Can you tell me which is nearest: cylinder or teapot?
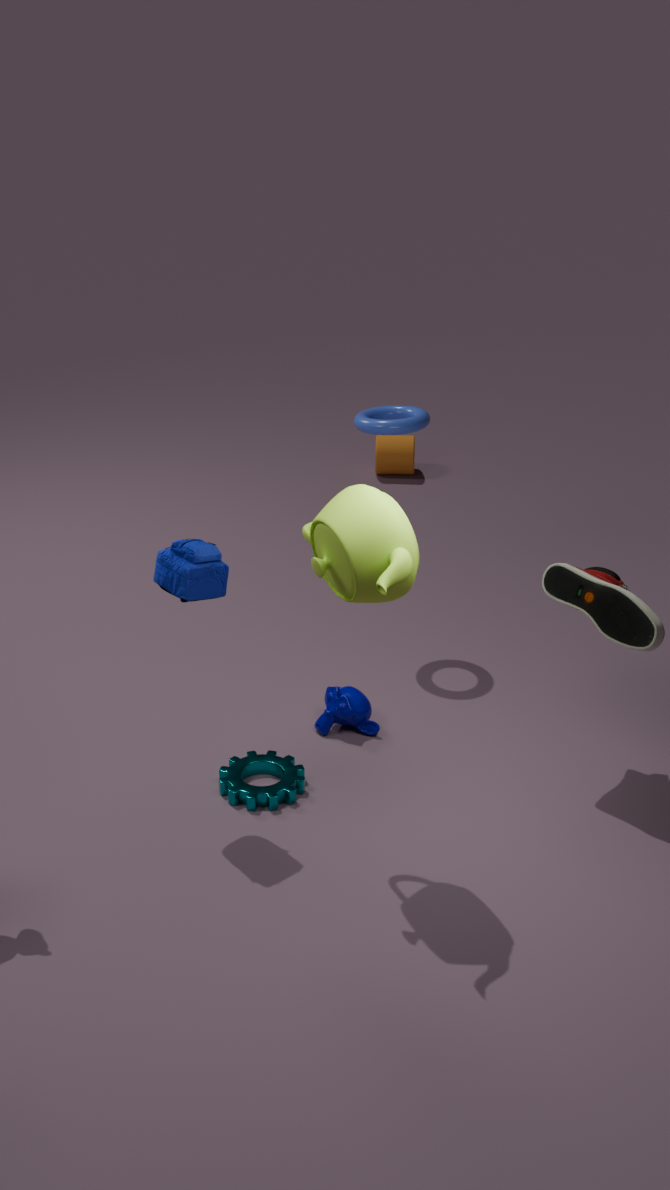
teapot
